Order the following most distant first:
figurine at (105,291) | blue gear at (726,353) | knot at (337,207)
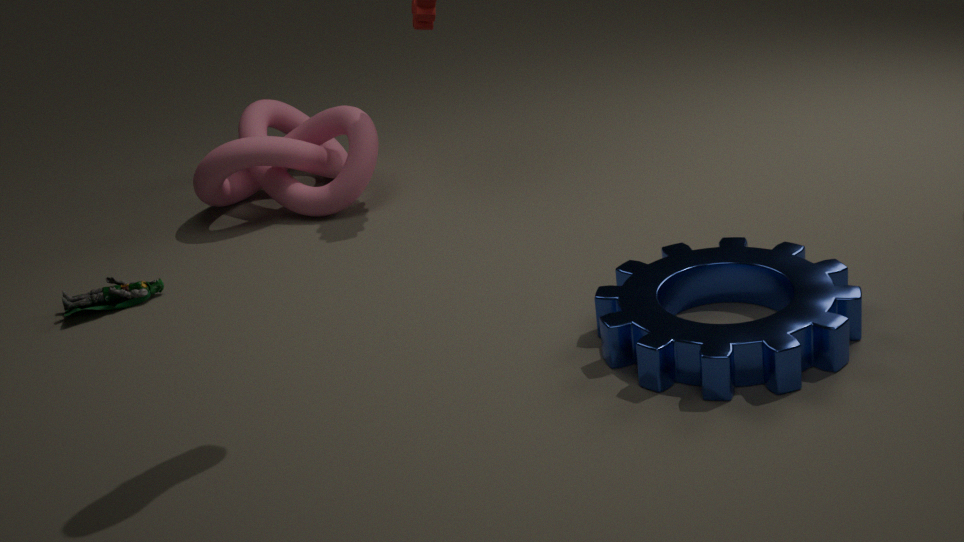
1. knot at (337,207)
2. figurine at (105,291)
3. blue gear at (726,353)
